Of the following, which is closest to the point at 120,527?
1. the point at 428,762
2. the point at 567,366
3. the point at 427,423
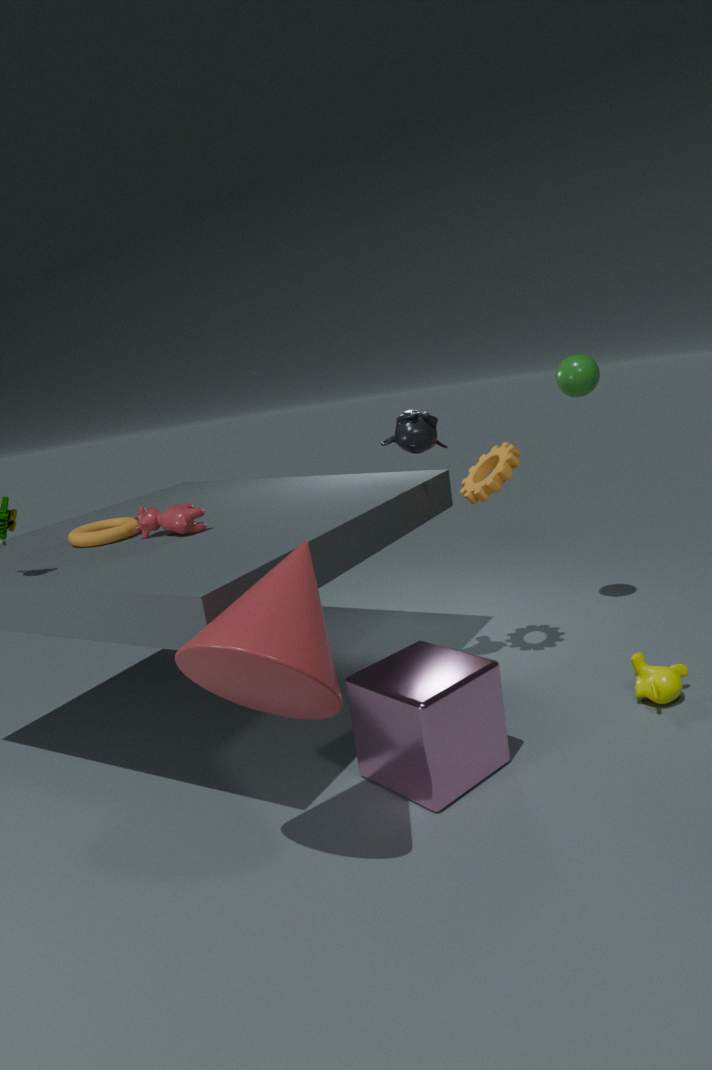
the point at 427,423
